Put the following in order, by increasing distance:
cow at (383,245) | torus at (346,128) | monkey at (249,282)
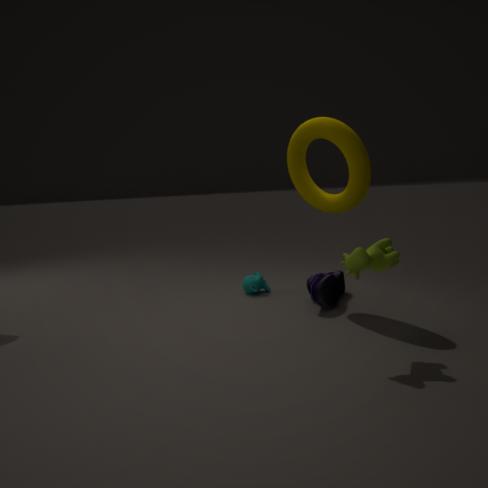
cow at (383,245) → torus at (346,128) → monkey at (249,282)
